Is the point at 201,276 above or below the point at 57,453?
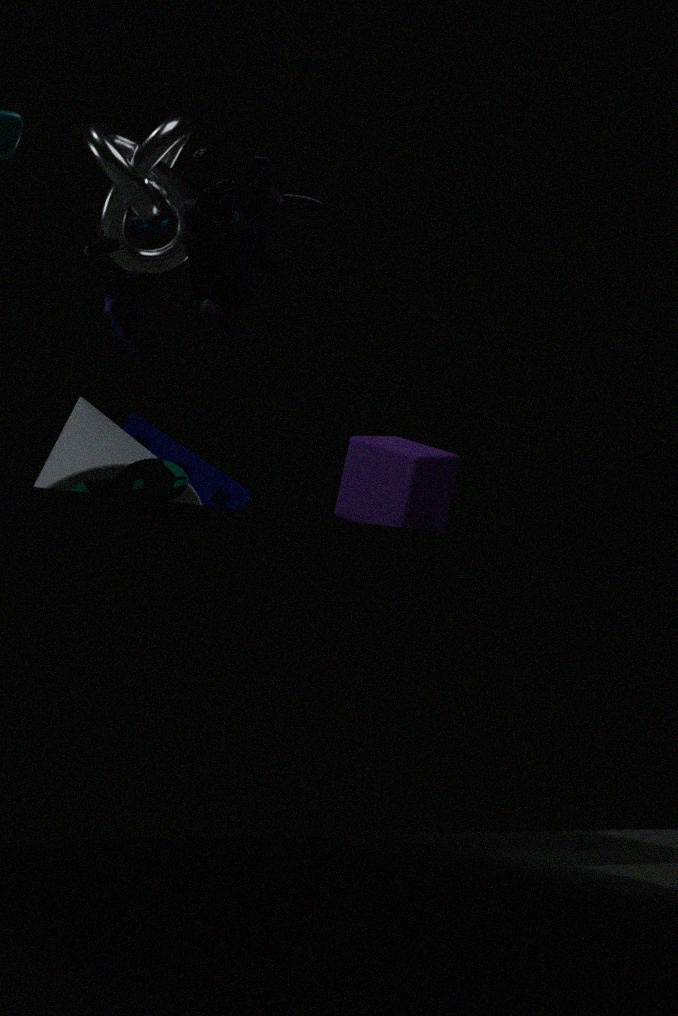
above
